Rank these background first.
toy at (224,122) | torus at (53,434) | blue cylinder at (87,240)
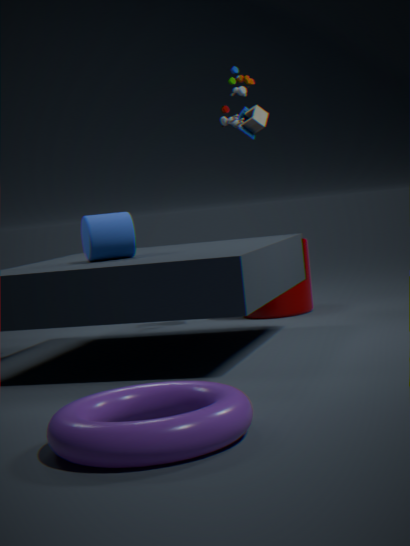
1. toy at (224,122)
2. blue cylinder at (87,240)
3. torus at (53,434)
